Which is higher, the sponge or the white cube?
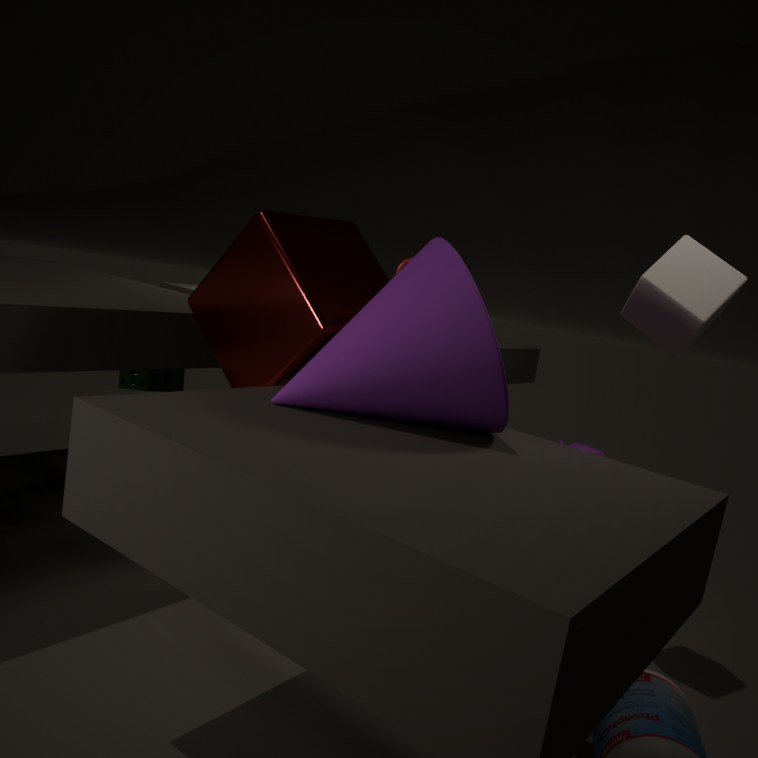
the white cube
